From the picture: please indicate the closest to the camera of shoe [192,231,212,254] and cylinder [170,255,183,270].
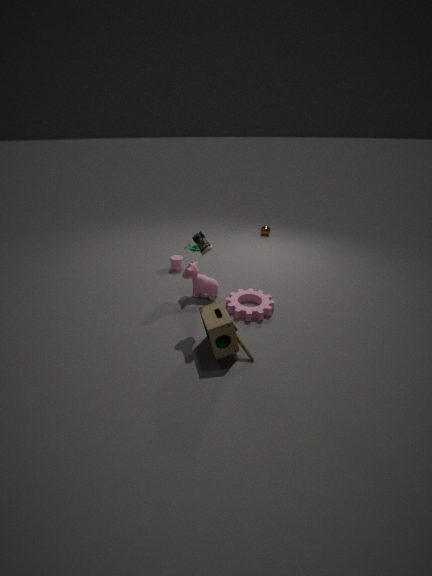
shoe [192,231,212,254]
